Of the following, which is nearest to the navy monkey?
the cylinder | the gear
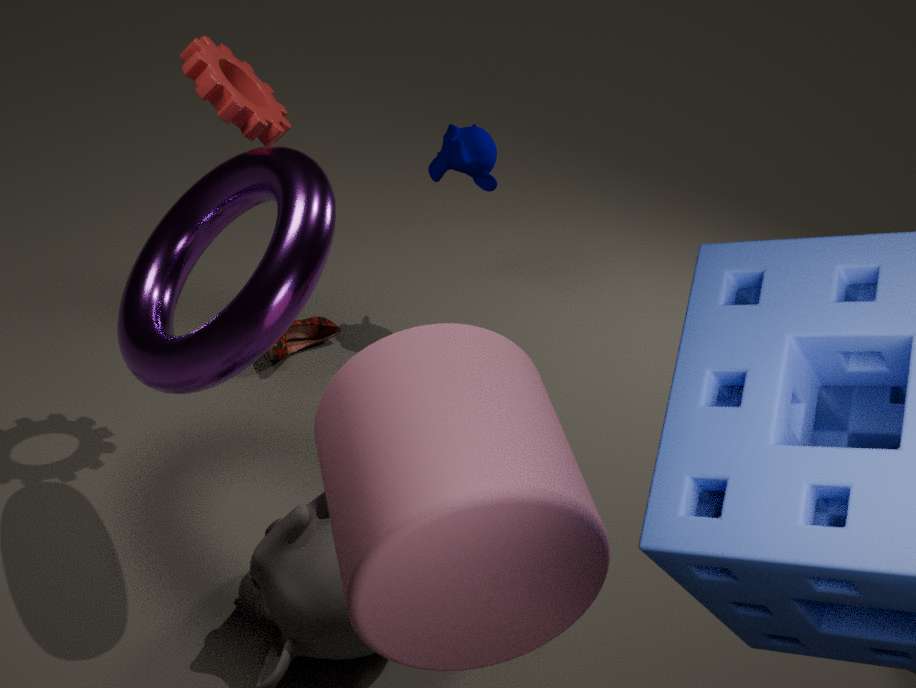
the gear
